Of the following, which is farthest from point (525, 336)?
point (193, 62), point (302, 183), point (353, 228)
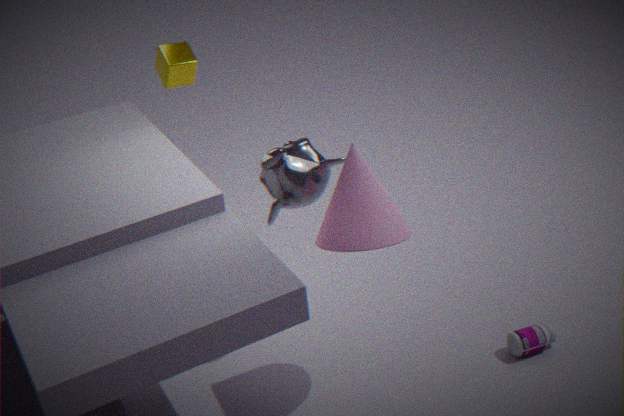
point (193, 62)
